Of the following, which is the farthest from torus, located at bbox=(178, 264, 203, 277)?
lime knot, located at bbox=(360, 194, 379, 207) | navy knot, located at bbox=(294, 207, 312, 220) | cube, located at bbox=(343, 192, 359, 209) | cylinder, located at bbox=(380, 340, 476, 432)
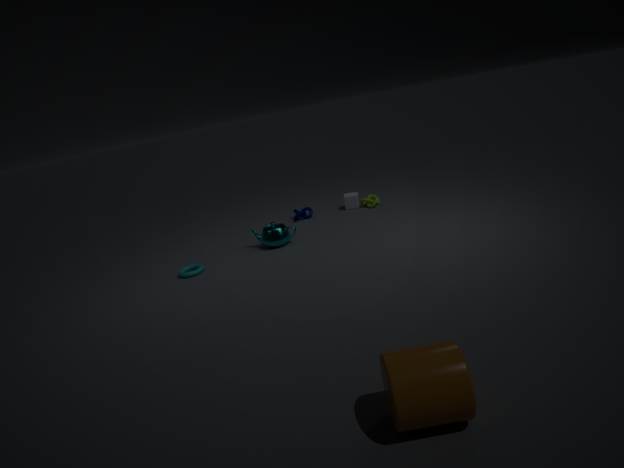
cylinder, located at bbox=(380, 340, 476, 432)
